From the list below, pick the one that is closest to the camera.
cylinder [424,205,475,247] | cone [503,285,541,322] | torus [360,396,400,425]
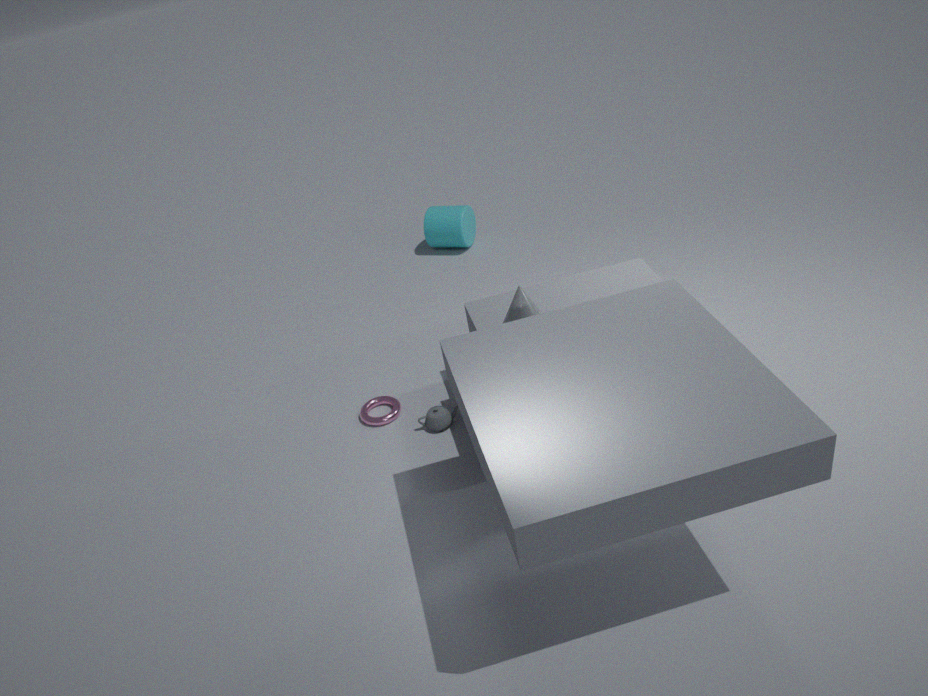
cone [503,285,541,322]
